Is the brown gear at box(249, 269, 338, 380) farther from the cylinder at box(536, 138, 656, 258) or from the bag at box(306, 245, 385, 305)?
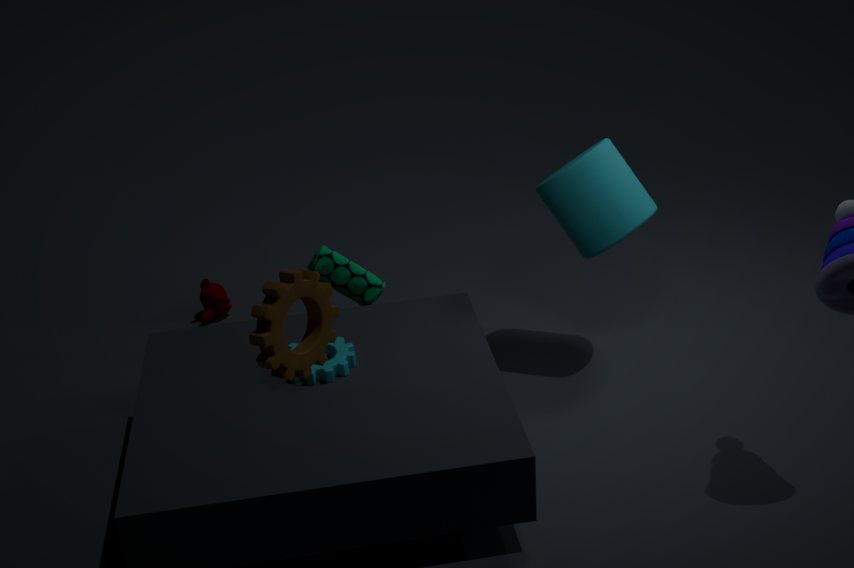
the cylinder at box(536, 138, 656, 258)
